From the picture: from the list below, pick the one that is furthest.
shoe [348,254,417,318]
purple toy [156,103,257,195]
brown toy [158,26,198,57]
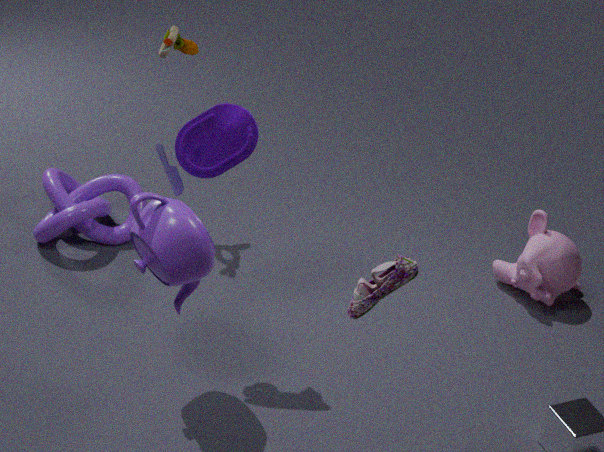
brown toy [158,26,198,57]
